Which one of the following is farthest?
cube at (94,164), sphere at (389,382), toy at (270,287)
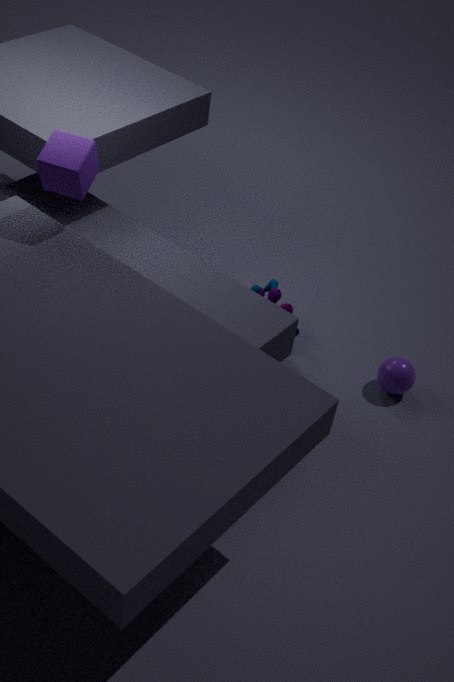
toy at (270,287)
